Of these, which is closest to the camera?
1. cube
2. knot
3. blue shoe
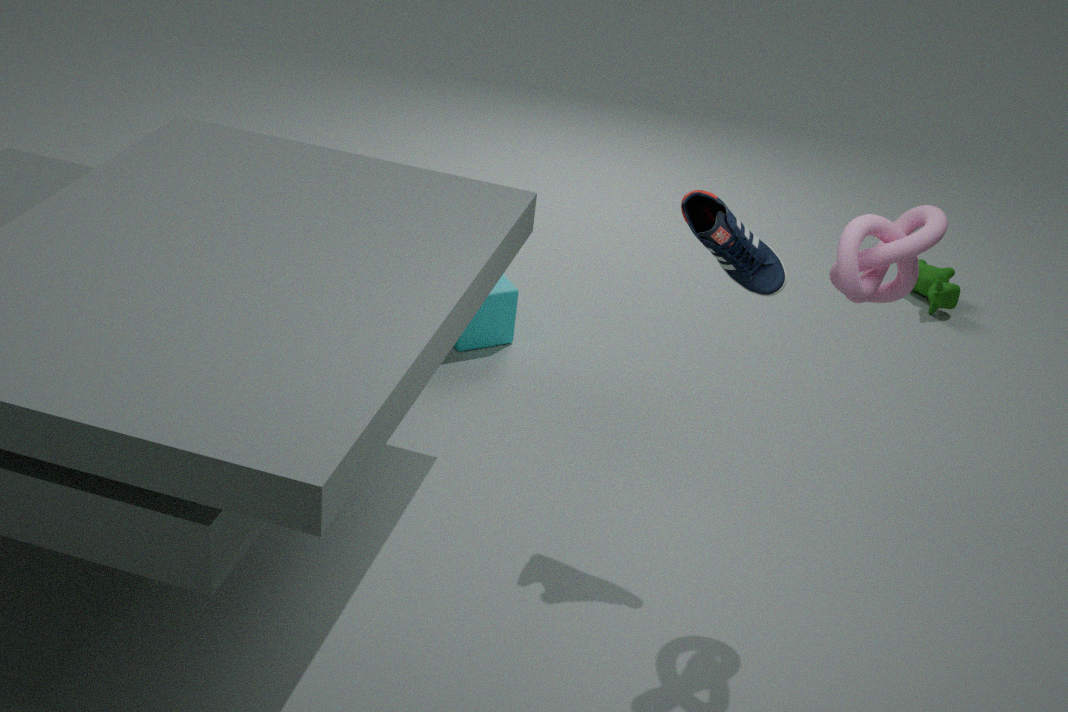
knot
